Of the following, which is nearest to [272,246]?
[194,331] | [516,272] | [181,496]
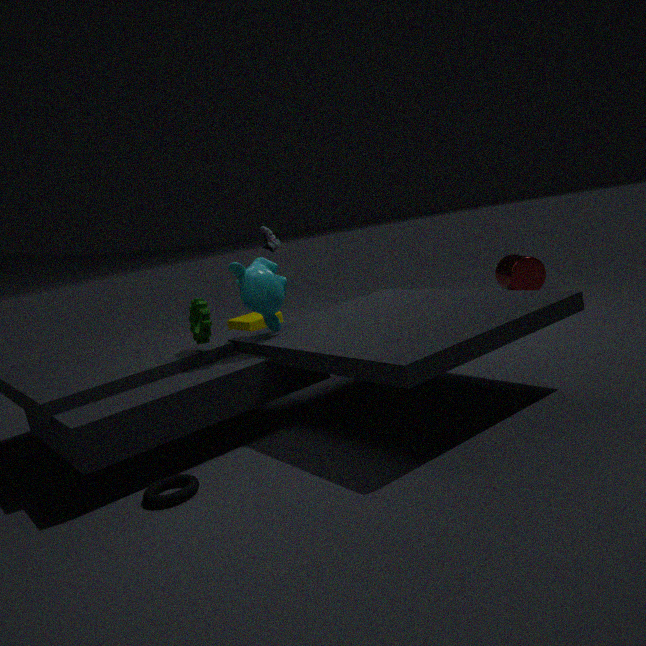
[194,331]
